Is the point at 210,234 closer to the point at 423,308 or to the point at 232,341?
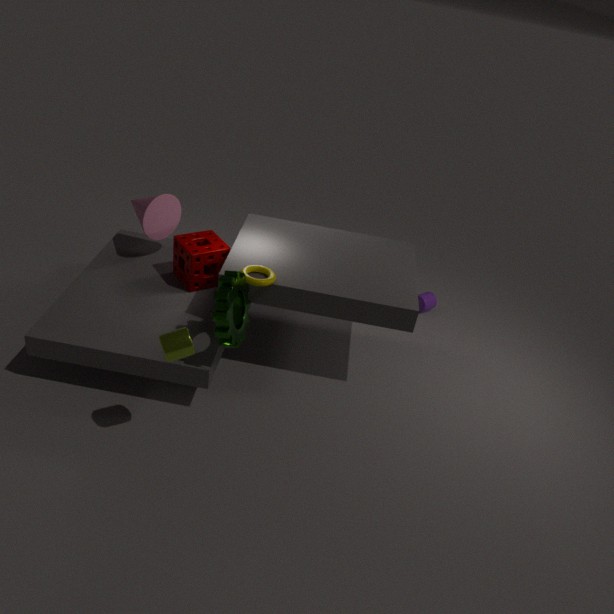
the point at 232,341
